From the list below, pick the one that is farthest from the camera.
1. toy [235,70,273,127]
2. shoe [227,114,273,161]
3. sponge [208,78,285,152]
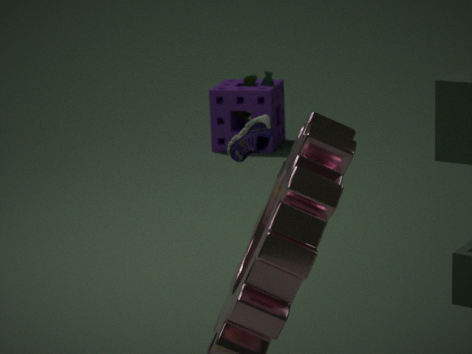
toy [235,70,273,127]
